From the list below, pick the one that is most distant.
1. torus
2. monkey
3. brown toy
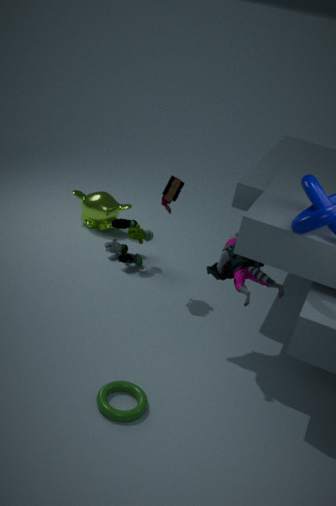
monkey
